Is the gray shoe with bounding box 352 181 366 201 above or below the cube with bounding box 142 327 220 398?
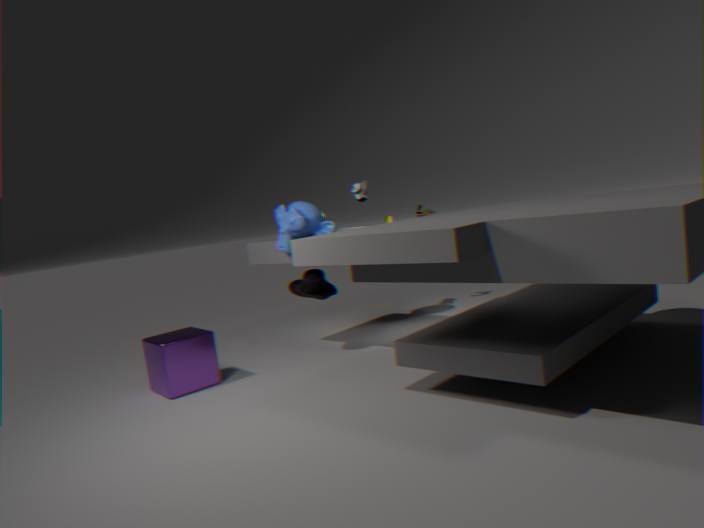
above
